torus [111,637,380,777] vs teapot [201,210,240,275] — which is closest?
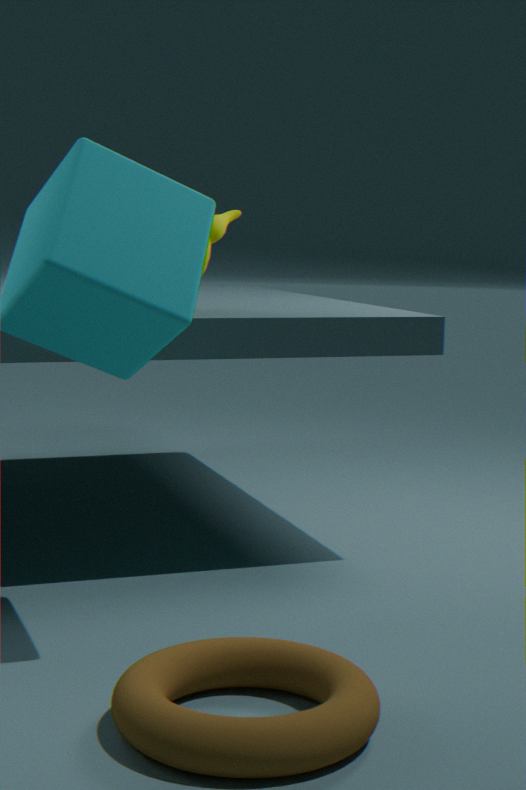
torus [111,637,380,777]
